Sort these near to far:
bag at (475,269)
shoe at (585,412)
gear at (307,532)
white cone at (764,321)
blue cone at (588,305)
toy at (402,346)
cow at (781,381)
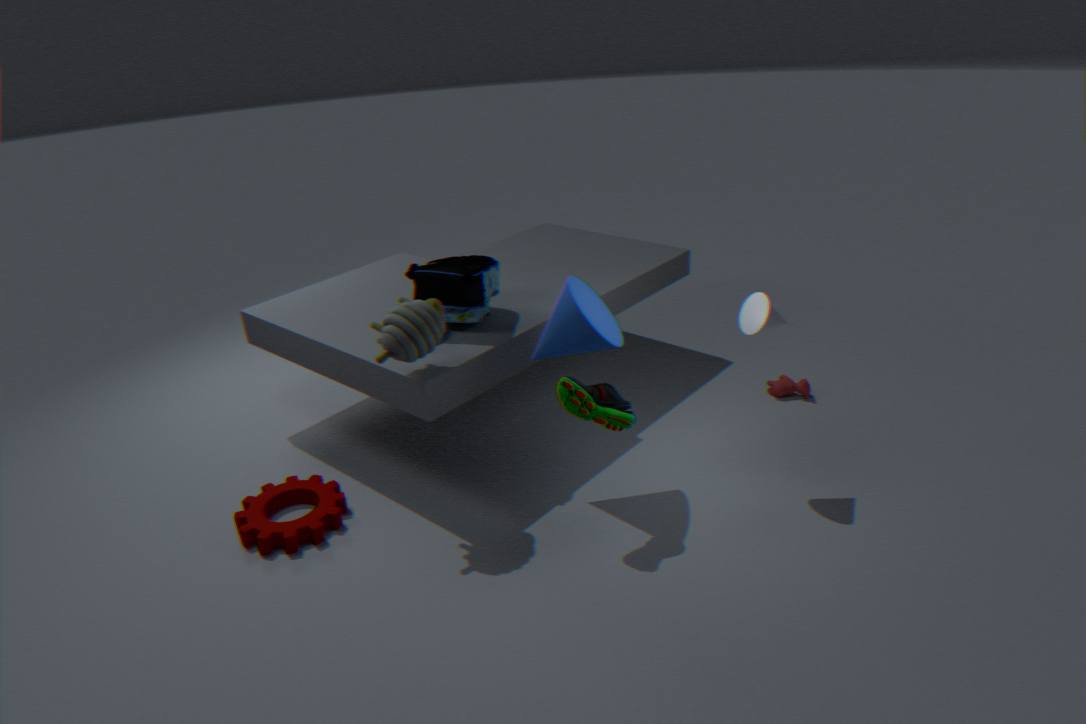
shoe at (585,412) → toy at (402,346) → blue cone at (588,305) → white cone at (764,321) → gear at (307,532) → bag at (475,269) → cow at (781,381)
